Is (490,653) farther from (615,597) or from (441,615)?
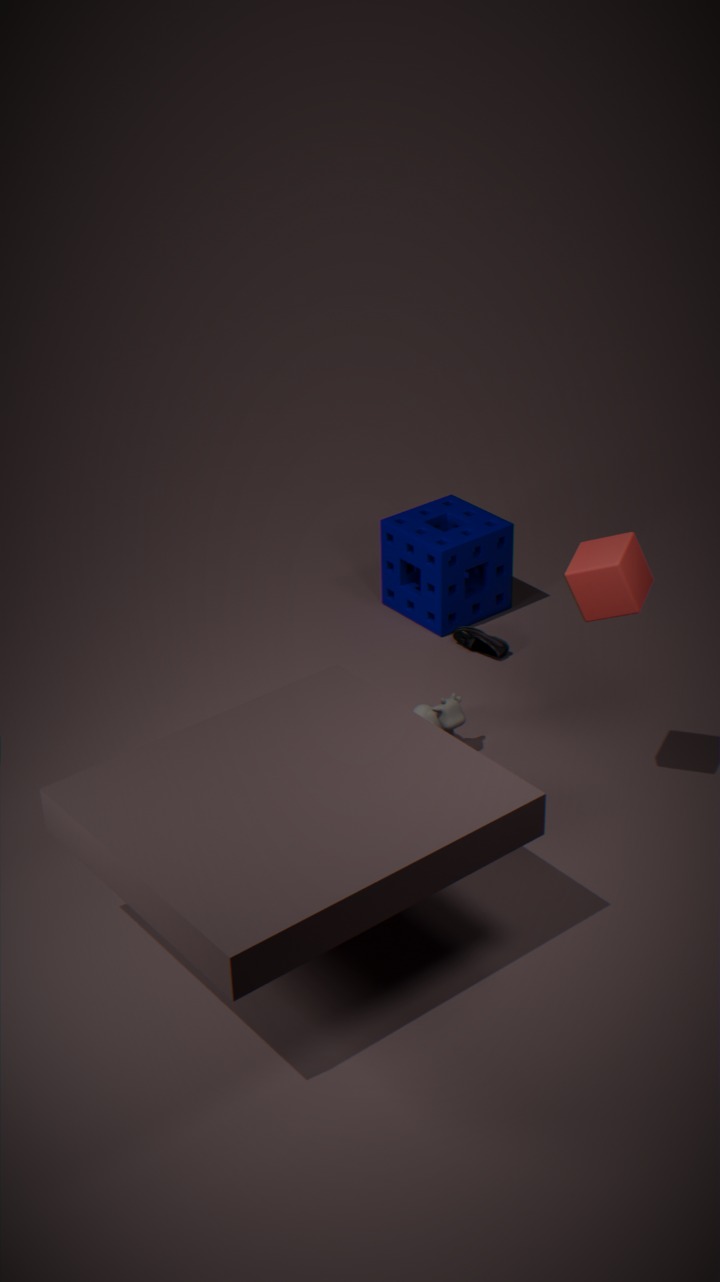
(615,597)
